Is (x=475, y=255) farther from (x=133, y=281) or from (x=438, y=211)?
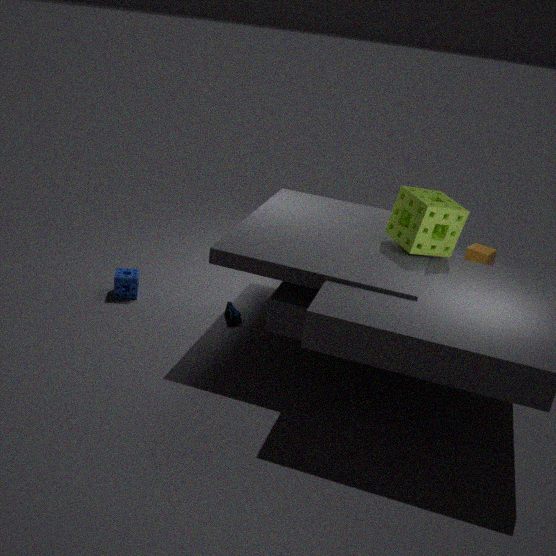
(x=133, y=281)
